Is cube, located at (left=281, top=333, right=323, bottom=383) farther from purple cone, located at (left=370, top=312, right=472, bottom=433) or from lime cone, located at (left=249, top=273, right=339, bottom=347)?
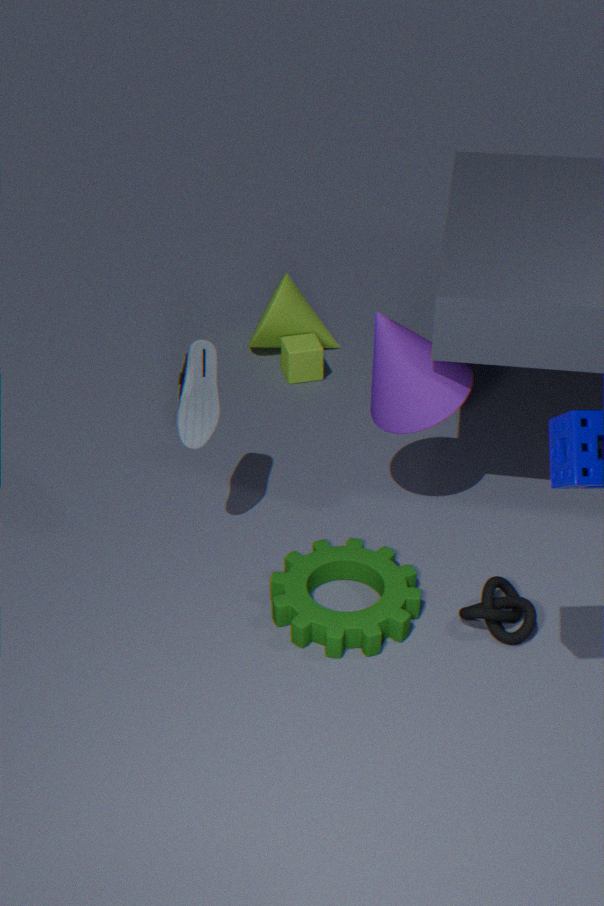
purple cone, located at (left=370, top=312, right=472, bottom=433)
